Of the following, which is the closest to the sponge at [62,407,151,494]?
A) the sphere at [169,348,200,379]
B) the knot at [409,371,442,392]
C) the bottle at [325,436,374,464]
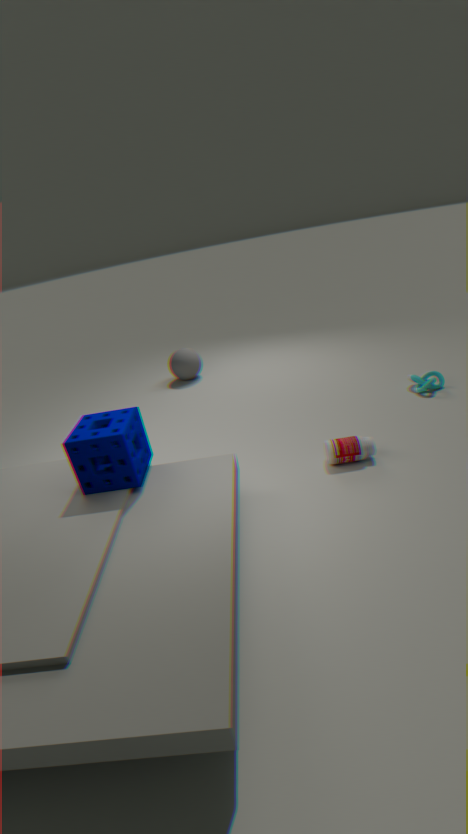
the bottle at [325,436,374,464]
